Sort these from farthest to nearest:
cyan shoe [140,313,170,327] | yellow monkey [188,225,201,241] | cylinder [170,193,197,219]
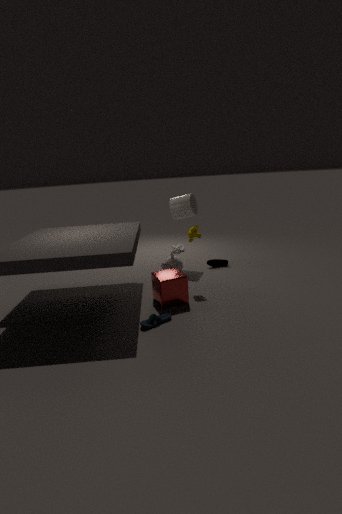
1. cylinder [170,193,197,219]
2. yellow monkey [188,225,201,241]
3. cyan shoe [140,313,170,327]
